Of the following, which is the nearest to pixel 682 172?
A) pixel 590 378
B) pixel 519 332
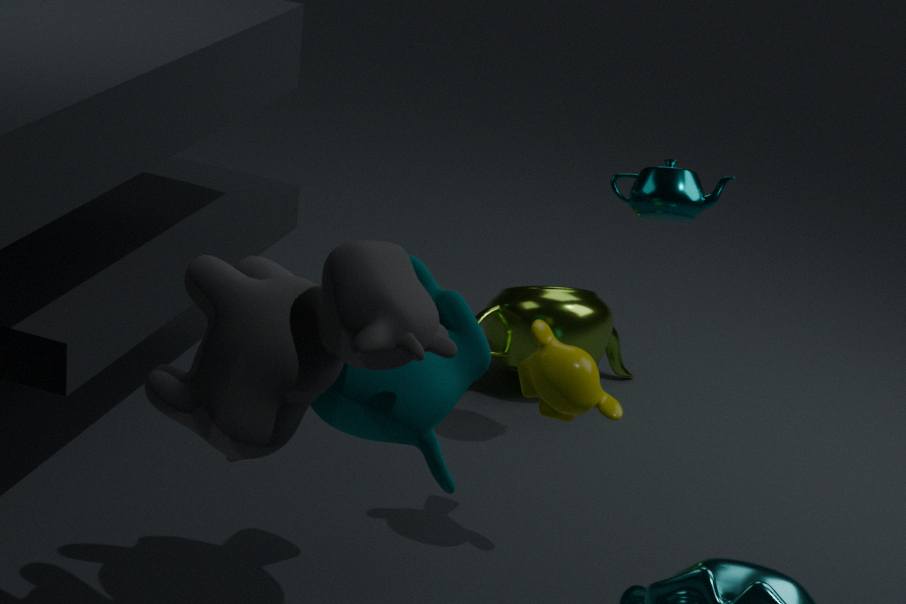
pixel 590 378
